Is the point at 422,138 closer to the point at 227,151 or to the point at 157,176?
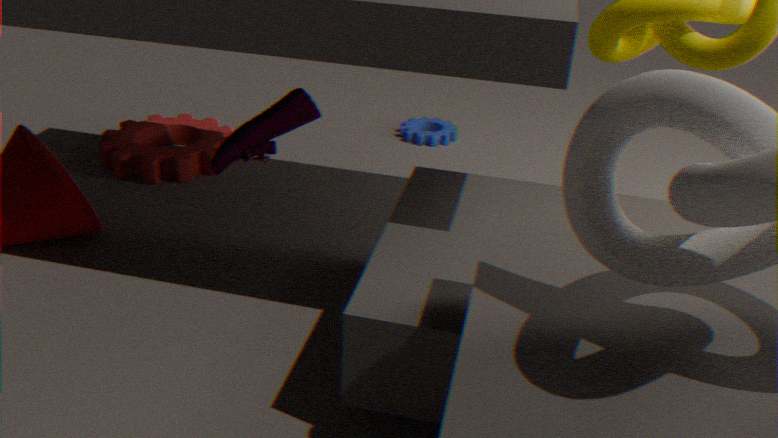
the point at 157,176
